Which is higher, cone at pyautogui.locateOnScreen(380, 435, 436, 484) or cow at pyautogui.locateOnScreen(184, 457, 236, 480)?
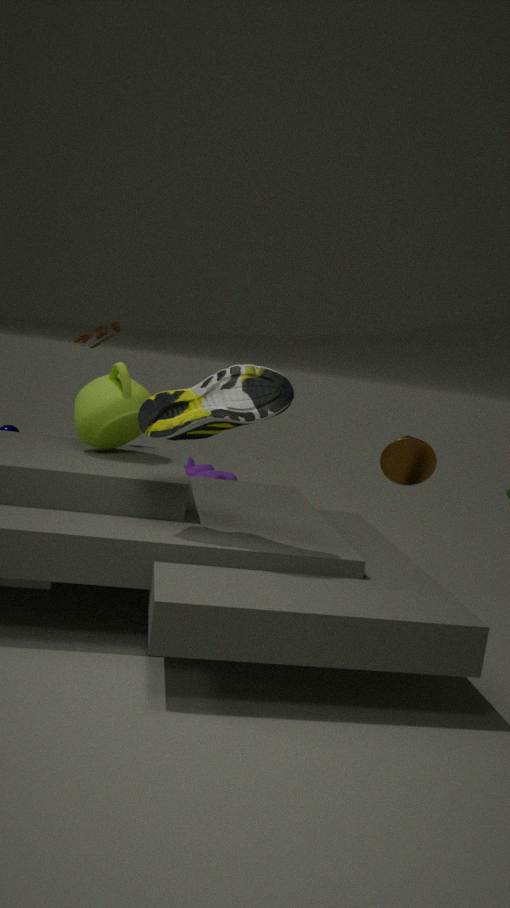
cone at pyautogui.locateOnScreen(380, 435, 436, 484)
